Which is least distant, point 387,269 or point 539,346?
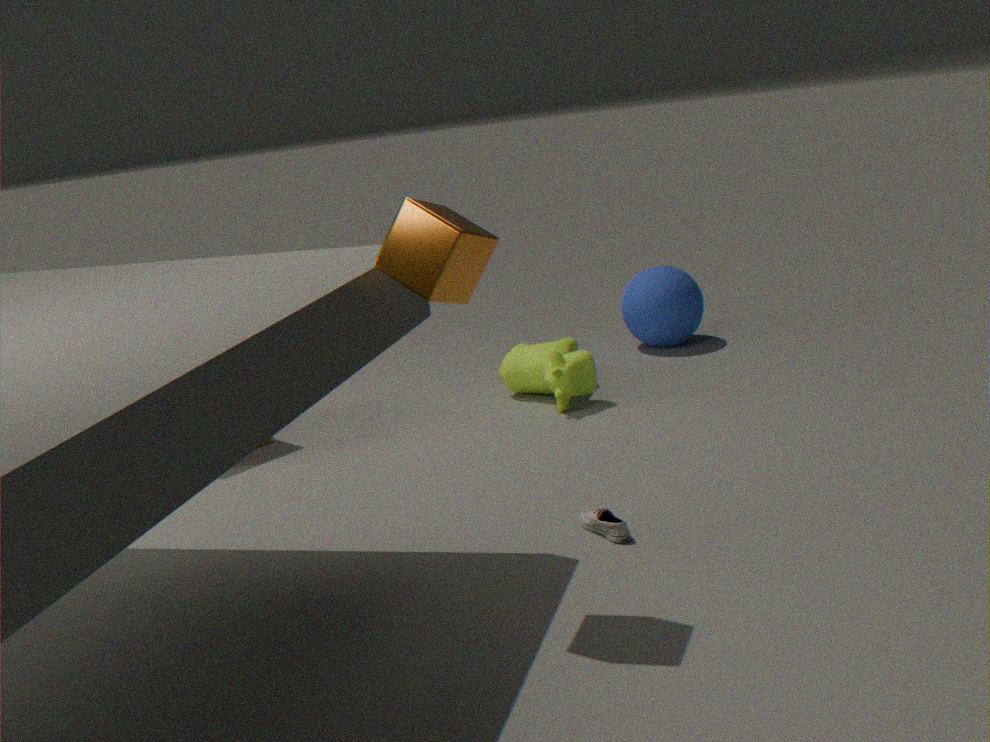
point 387,269
